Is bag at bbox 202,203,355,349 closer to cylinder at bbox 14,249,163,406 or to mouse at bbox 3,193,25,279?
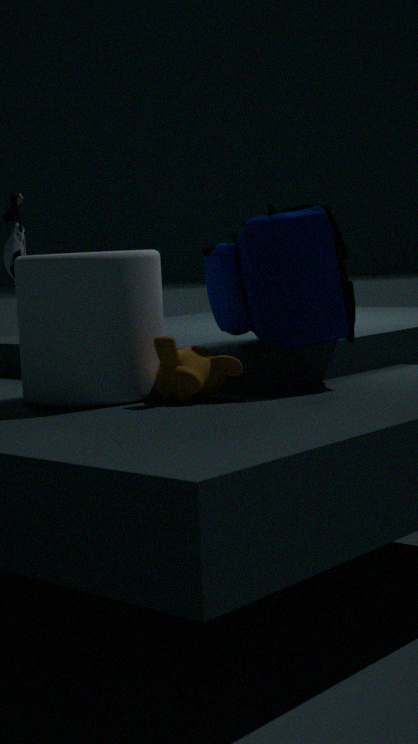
cylinder at bbox 14,249,163,406
